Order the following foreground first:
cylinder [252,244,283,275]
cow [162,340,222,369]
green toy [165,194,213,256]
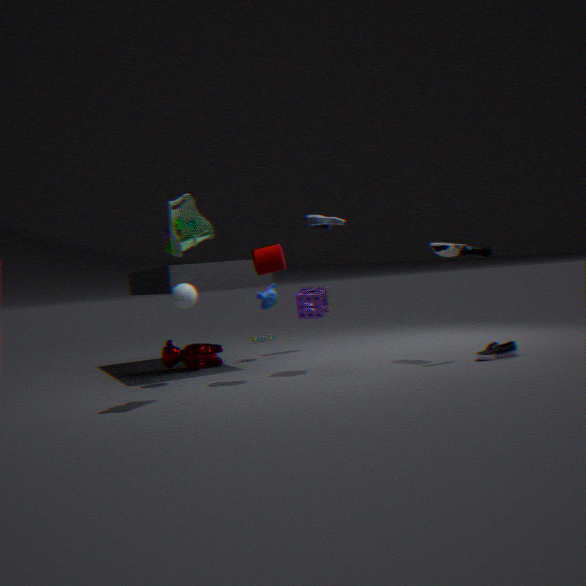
green toy [165,194,213,256], cylinder [252,244,283,275], cow [162,340,222,369]
